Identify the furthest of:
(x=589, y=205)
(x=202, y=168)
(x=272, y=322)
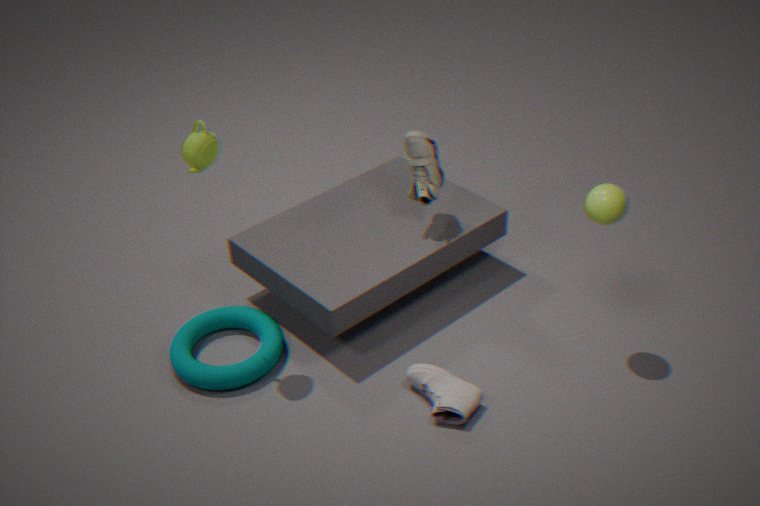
(x=272, y=322)
